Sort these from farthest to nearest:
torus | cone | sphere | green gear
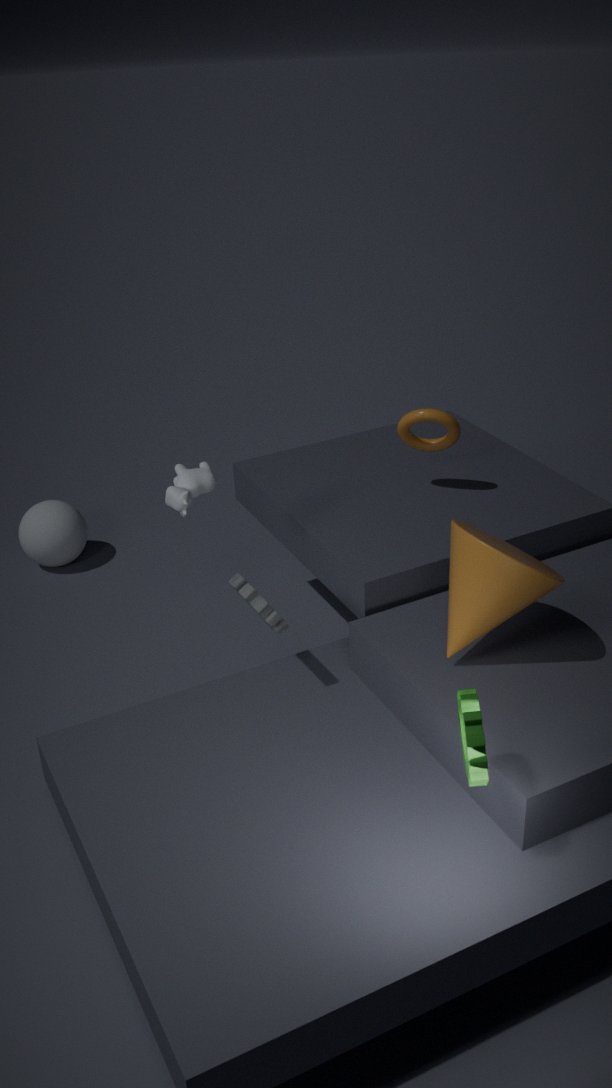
1. sphere
2. torus
3. cone
4. green gear
